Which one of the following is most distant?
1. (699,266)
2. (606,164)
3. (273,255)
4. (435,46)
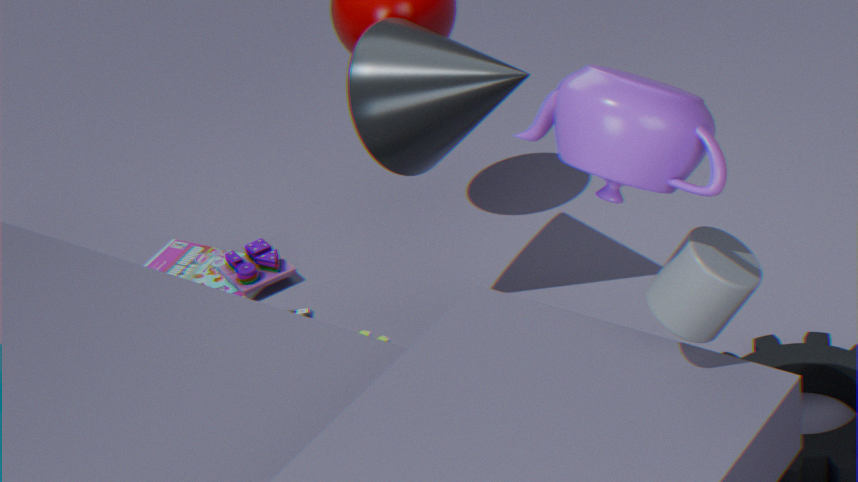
(273,255)
